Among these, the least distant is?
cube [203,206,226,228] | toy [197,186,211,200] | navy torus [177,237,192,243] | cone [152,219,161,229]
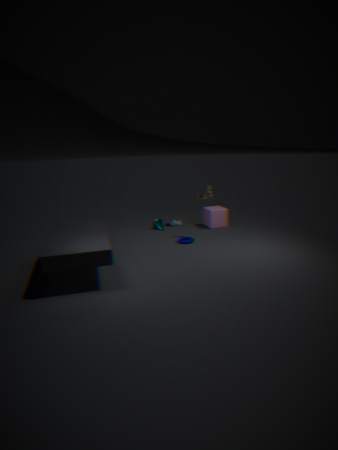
navy torus [177,237,192,243]
